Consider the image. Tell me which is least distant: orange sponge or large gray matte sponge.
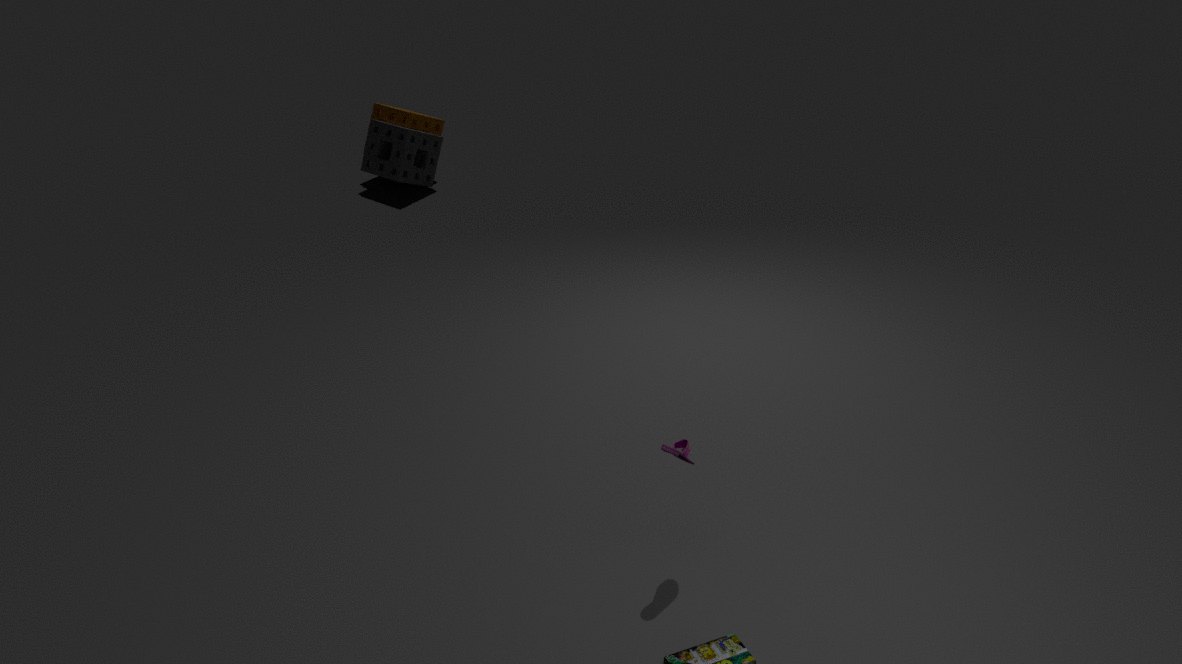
large gray matte sponge
